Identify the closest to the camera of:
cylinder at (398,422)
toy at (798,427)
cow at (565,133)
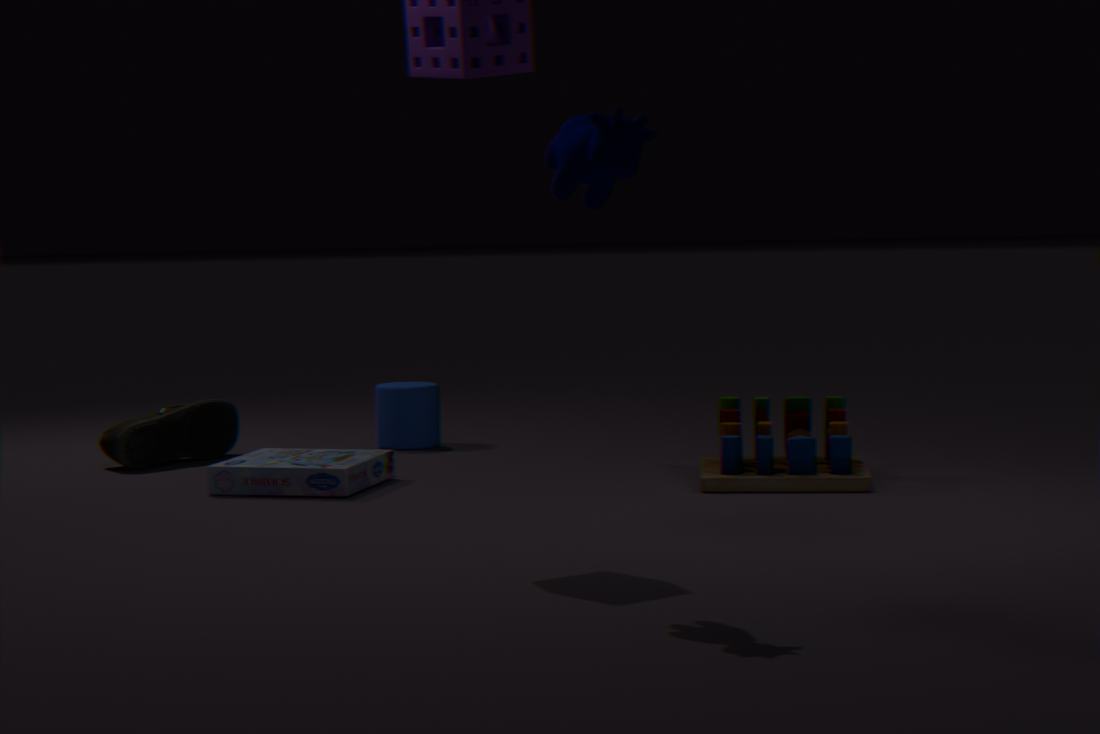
cow at (565,133)
